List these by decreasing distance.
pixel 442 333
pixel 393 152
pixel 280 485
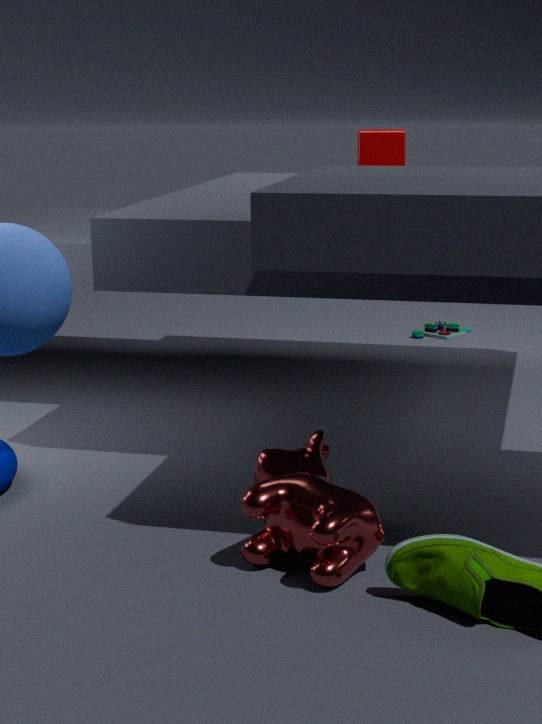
pixel 442 333 → pixel 393 152 → pixel 280 485
